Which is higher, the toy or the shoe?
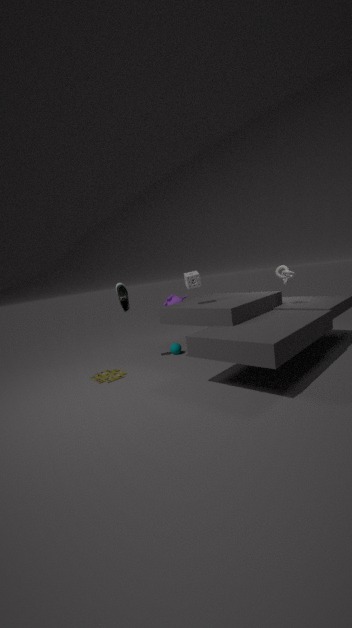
the shoe
